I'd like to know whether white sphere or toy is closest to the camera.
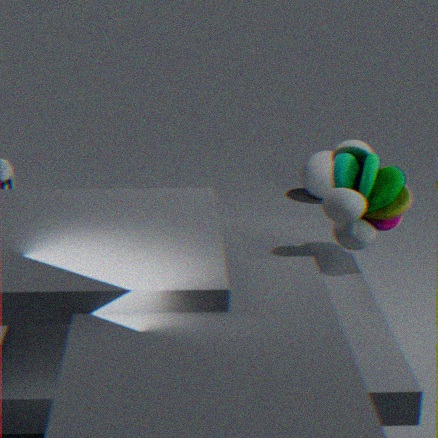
toy
